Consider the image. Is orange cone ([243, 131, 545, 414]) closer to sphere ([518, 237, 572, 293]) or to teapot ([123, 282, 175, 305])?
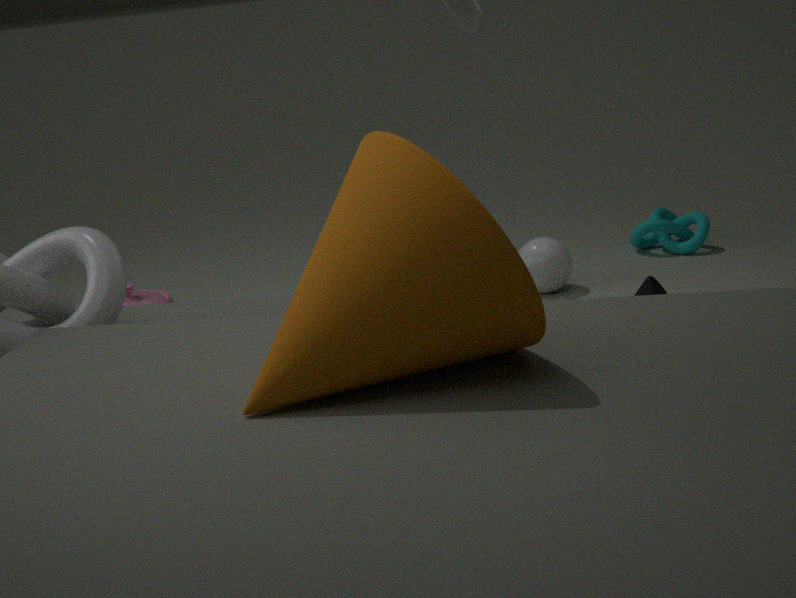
teapot ([123, 282, 175, 305])
